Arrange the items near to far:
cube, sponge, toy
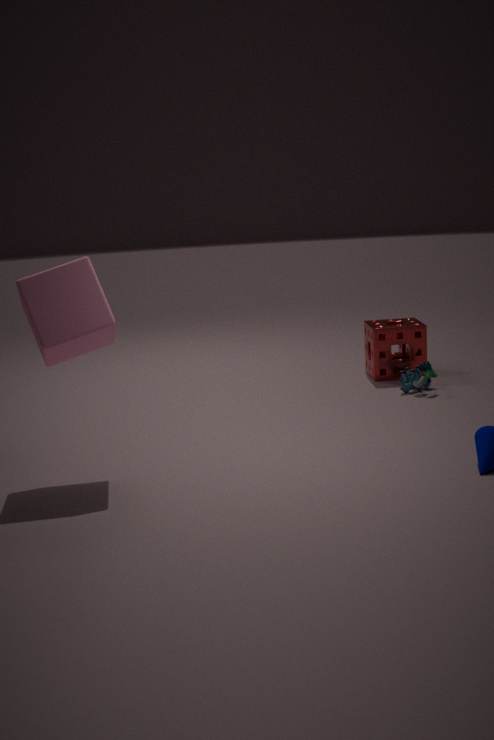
cube → toy → sponge
